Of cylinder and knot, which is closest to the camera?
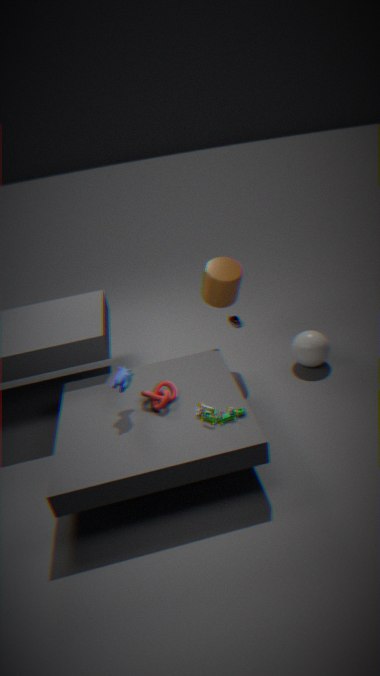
knot
